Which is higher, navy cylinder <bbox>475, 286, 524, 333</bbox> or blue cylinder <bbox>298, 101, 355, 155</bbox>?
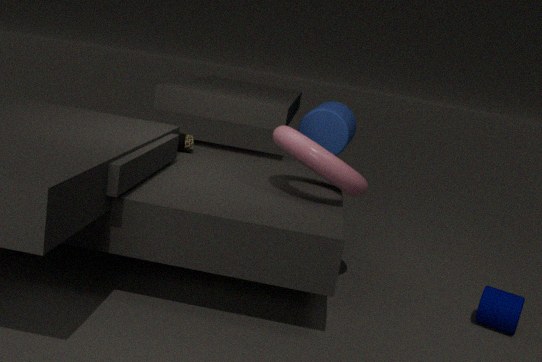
blue cylinder <bbox>298, 101, 355, 155</bbox>
